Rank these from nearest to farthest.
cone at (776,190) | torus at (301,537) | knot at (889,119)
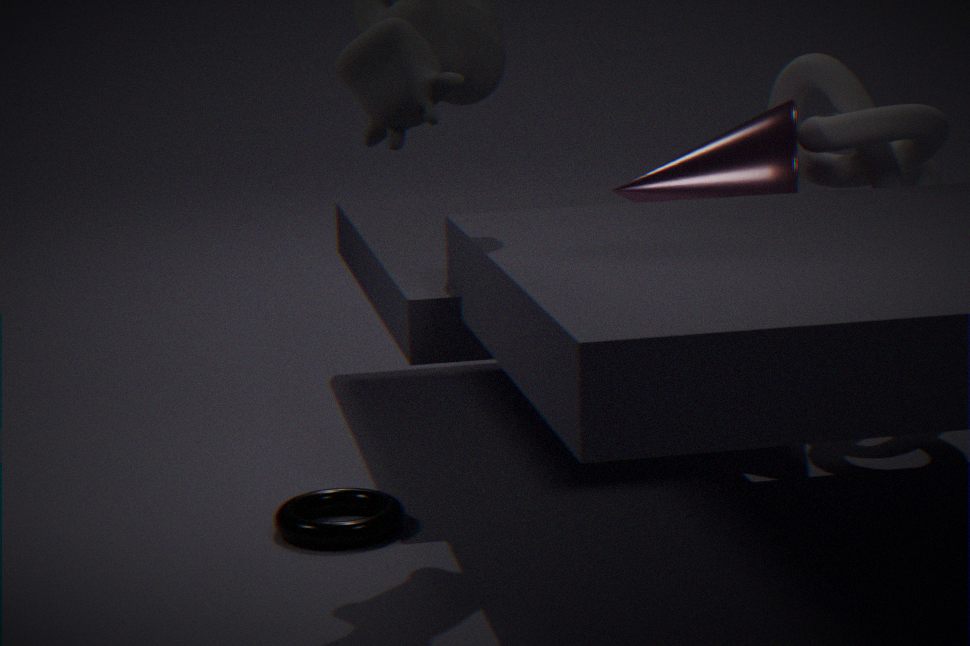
1. torus at (301,537)
2. cone at (776,190)
3. knot at (889,119)
